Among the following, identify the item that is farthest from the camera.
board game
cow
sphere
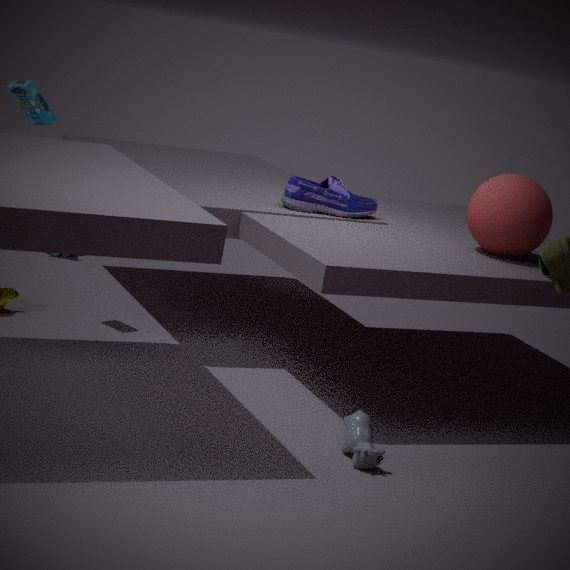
→ board game
